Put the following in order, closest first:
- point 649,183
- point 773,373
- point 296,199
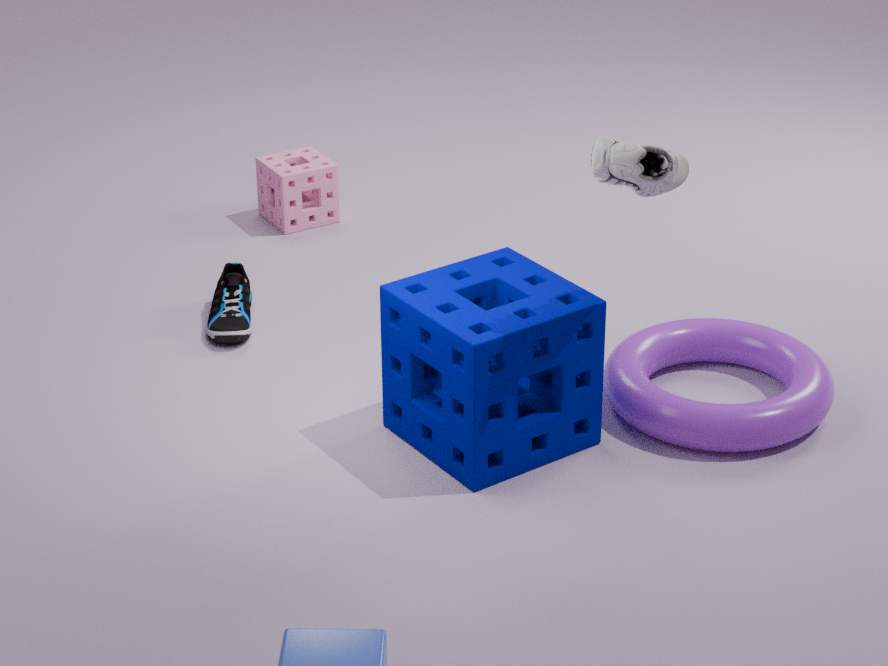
point 649,183, point 773,373, point 296,199
